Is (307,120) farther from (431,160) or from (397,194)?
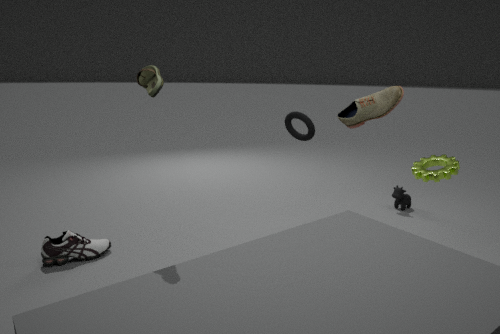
(397,194)
